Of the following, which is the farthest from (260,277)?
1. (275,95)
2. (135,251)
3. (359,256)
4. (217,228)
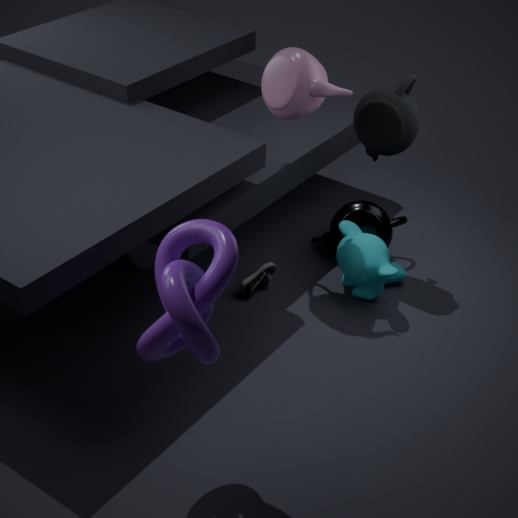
(217,228)
